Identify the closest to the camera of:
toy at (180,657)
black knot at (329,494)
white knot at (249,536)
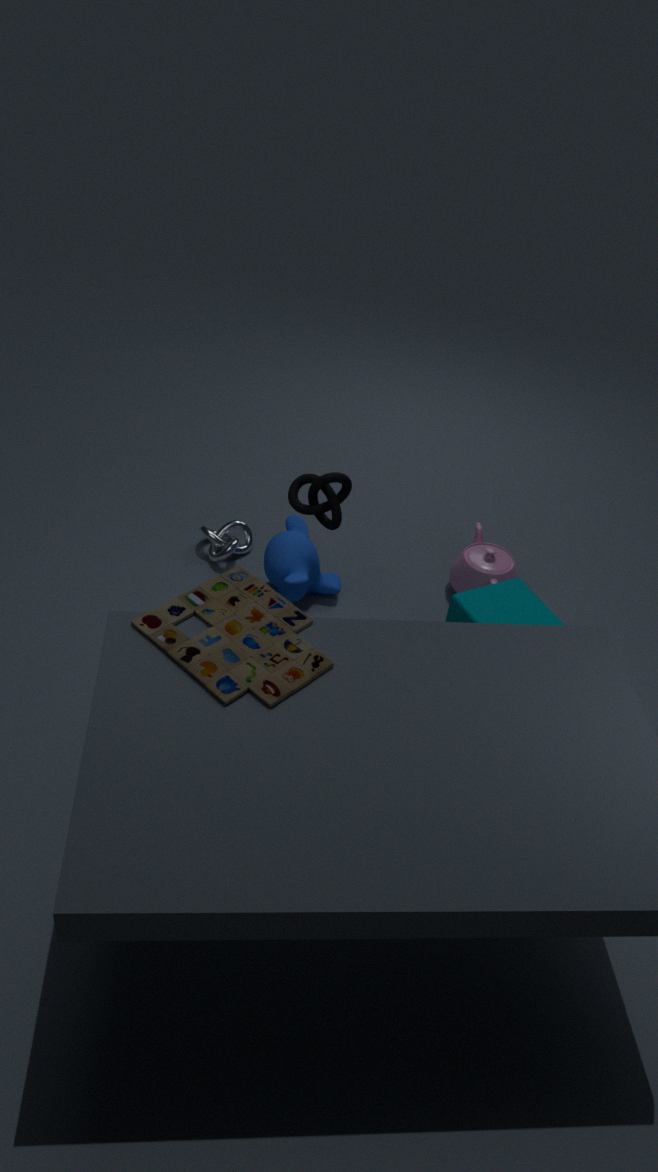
toy at (180,657)
